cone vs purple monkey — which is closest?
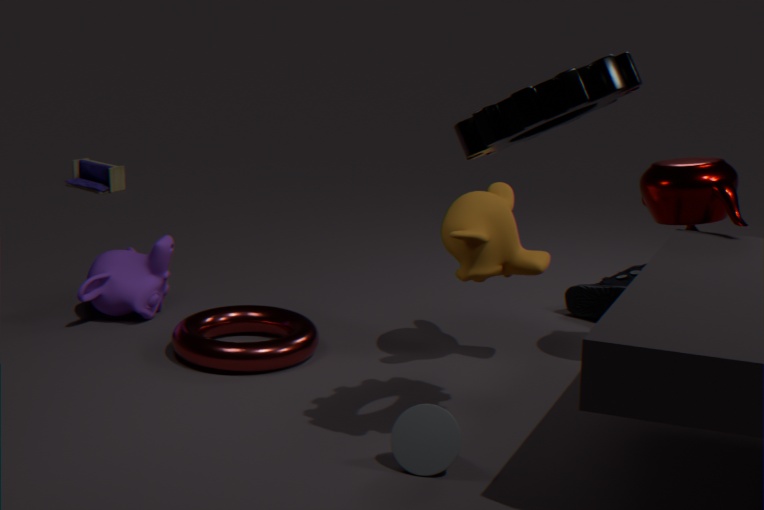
cone
